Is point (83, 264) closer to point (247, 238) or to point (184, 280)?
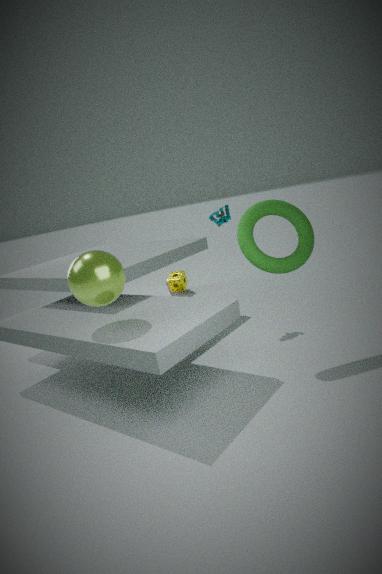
point (247, 238)
